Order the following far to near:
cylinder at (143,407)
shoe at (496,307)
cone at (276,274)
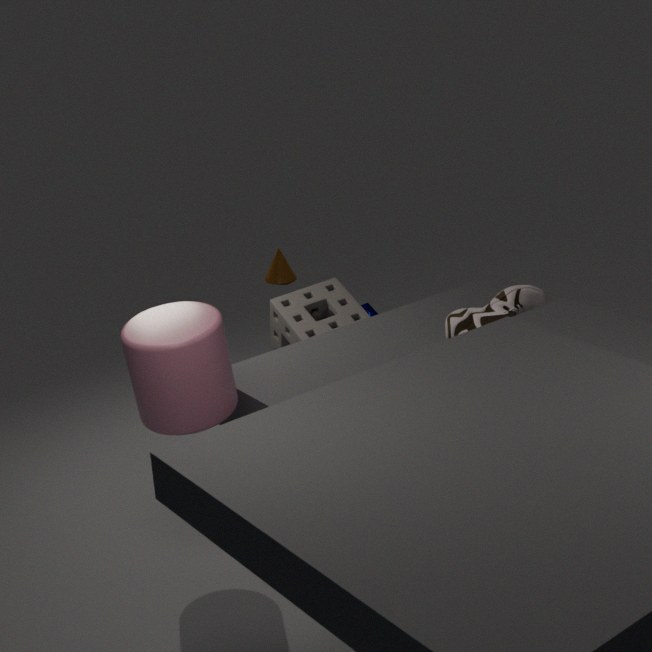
cone at (276,274), shoe at (496,307), cylinder at (143,407)
